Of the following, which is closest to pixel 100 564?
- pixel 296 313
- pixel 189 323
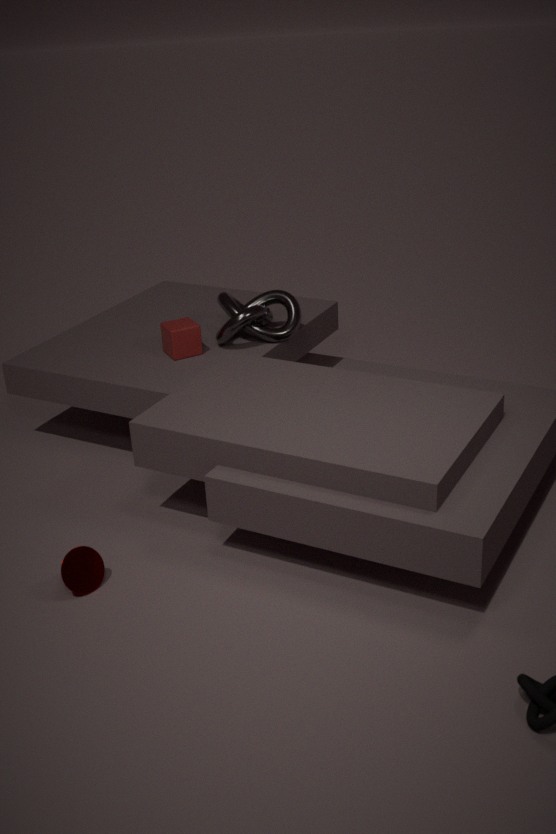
pixel 189 323
